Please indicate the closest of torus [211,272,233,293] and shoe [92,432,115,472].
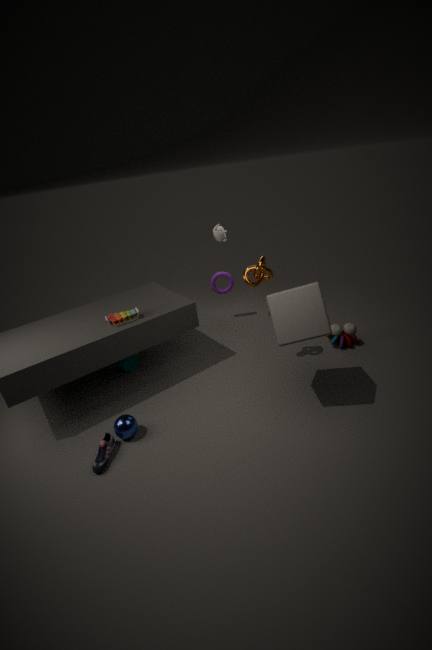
shoe [92,432,115,472]
